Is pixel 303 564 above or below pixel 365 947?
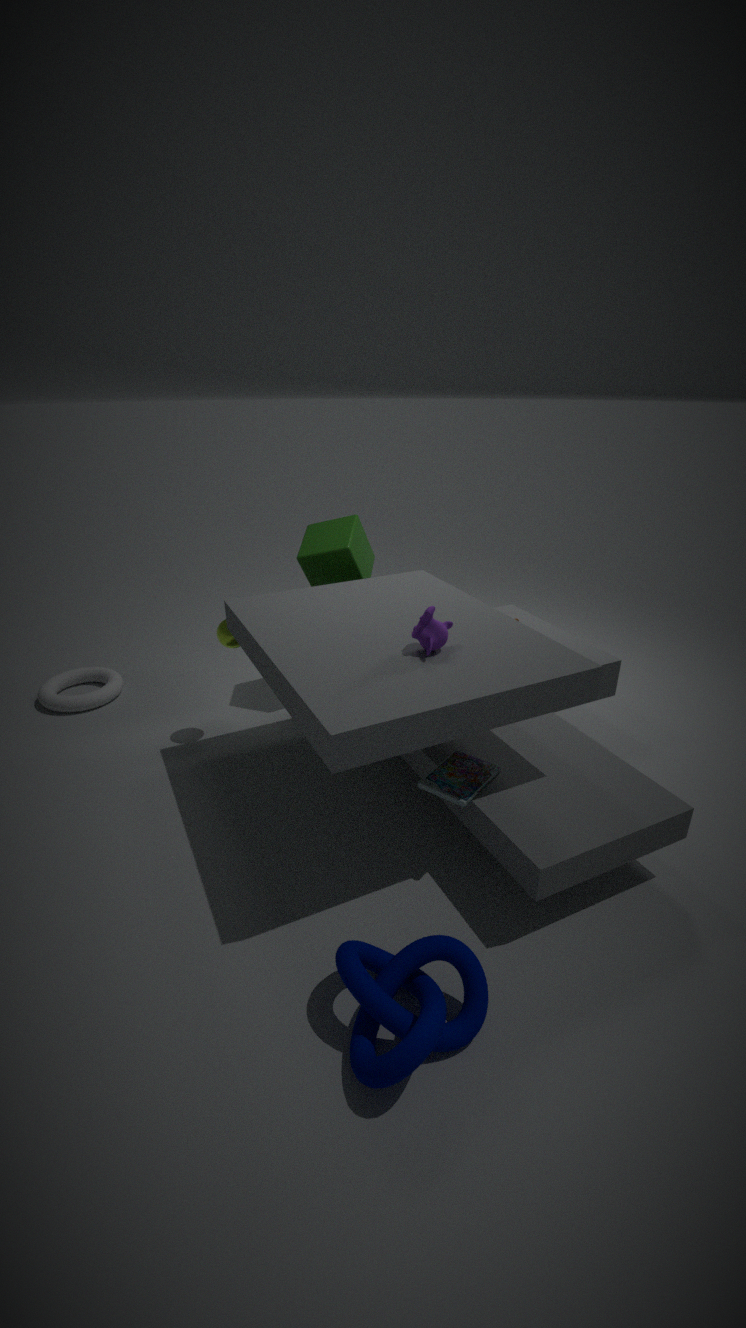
above
